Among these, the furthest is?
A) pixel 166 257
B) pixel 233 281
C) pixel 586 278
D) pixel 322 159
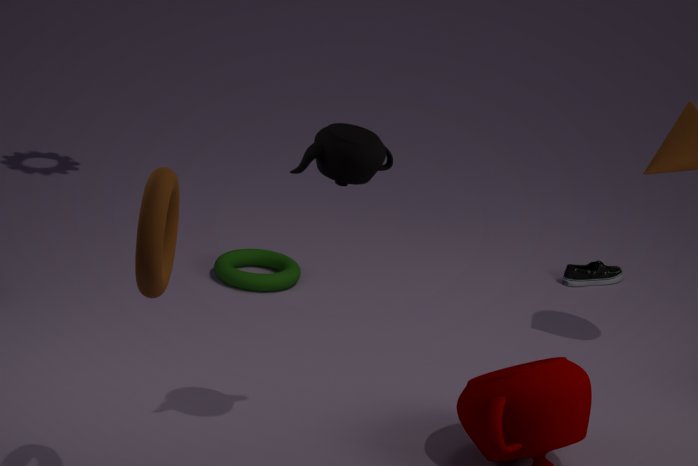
pixel 586 278
